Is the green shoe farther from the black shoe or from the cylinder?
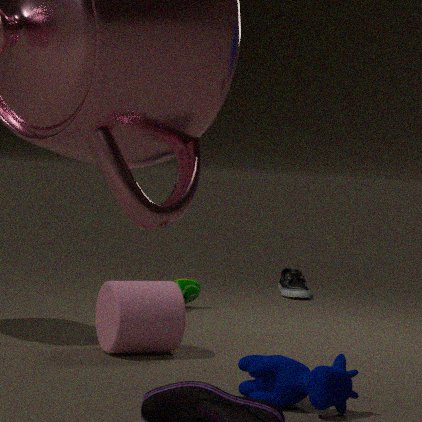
the cylinder
